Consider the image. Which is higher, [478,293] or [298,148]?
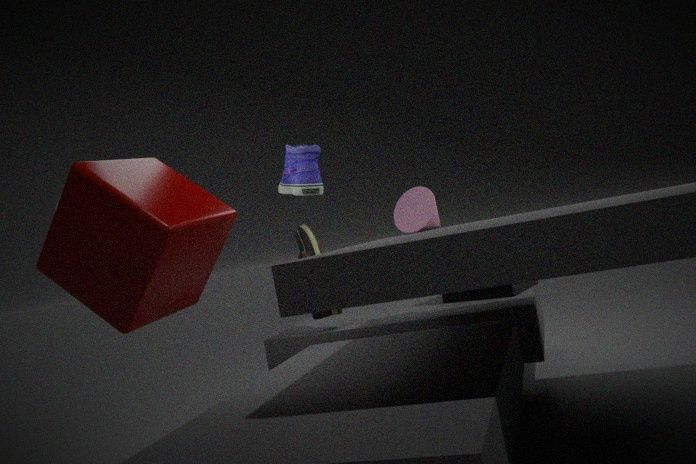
[298,148]
